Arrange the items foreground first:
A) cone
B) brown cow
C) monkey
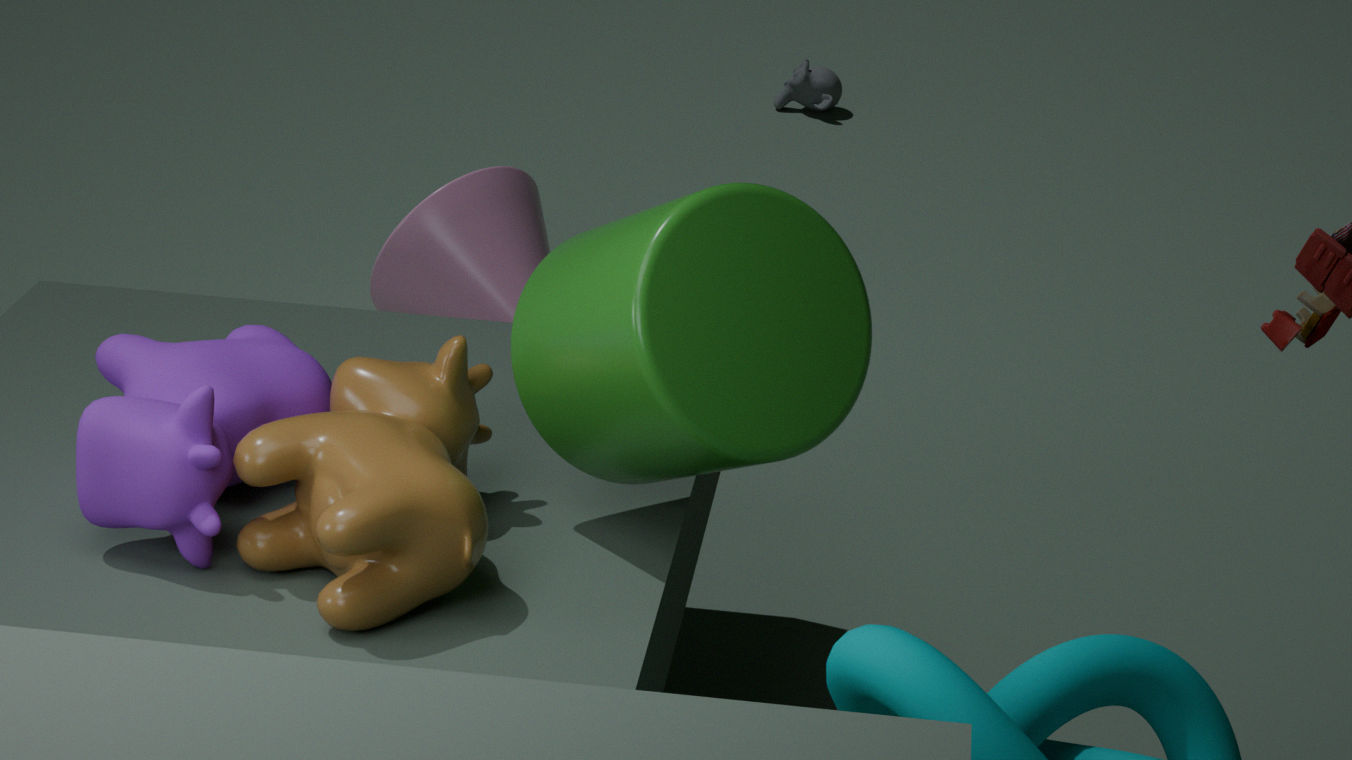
1. brown cow
2. cone
3. monkey
